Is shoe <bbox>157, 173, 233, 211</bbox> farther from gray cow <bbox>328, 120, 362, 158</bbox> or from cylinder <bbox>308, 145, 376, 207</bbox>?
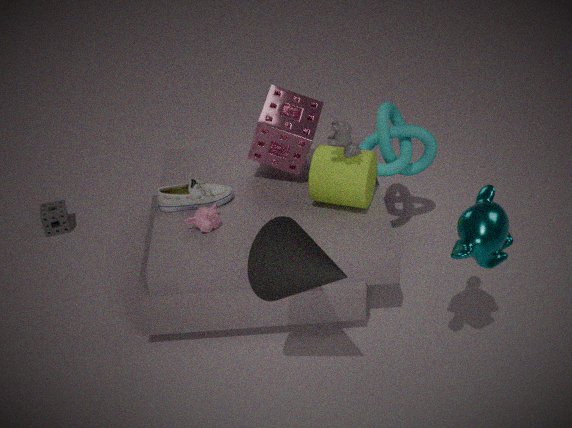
gray cow <bbox>328, 120, 362, 158</bbox>
